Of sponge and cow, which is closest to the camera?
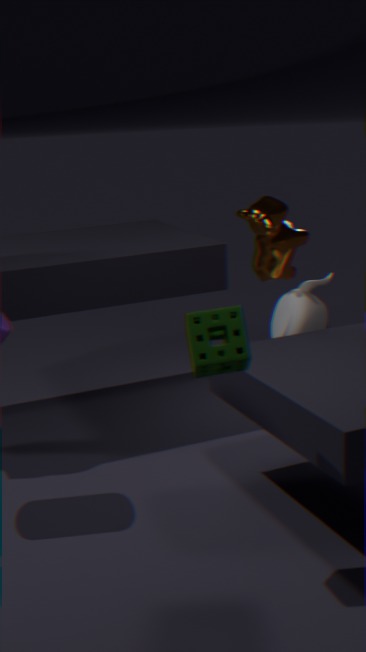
sponge
